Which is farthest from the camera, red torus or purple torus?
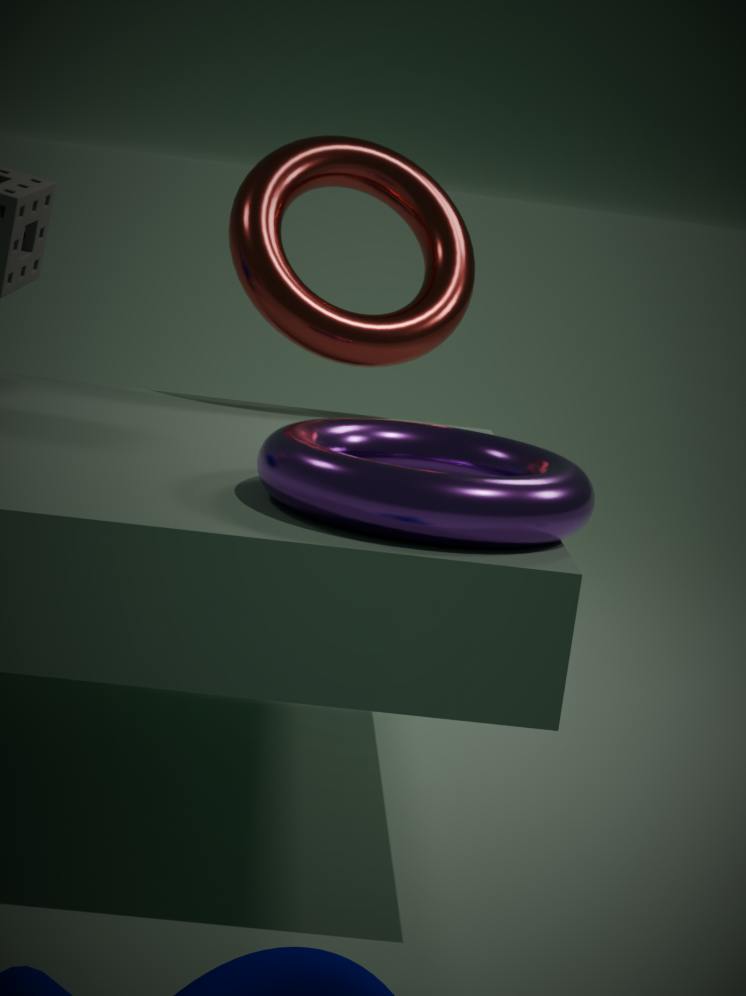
red torus
